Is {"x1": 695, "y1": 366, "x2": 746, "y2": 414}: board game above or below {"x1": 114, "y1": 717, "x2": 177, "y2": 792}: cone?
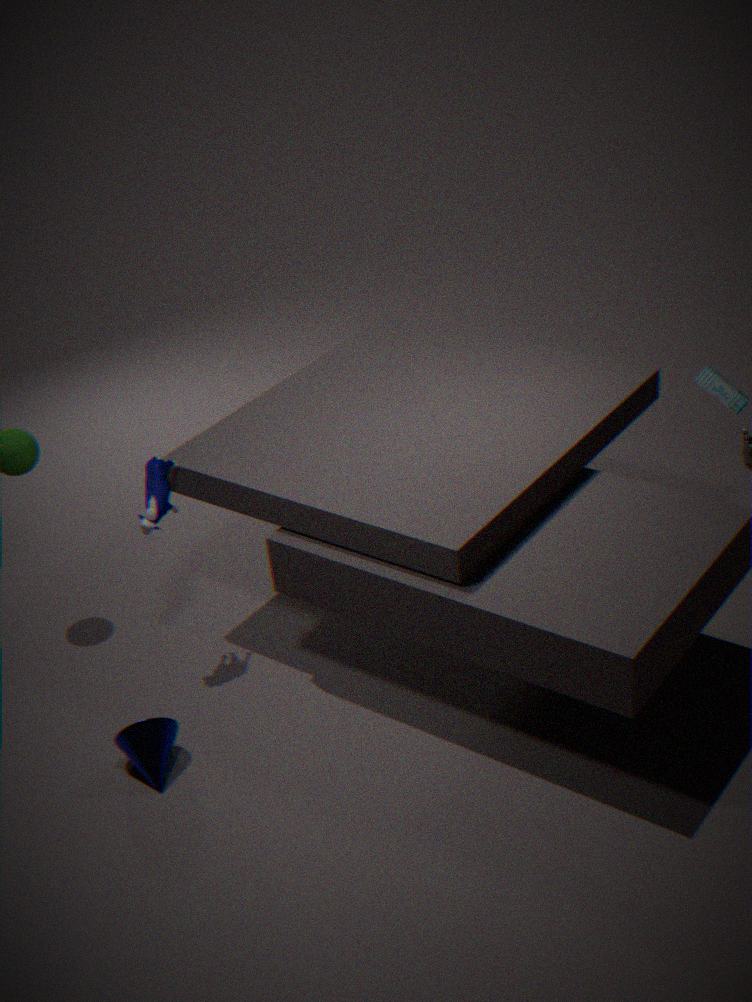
above
